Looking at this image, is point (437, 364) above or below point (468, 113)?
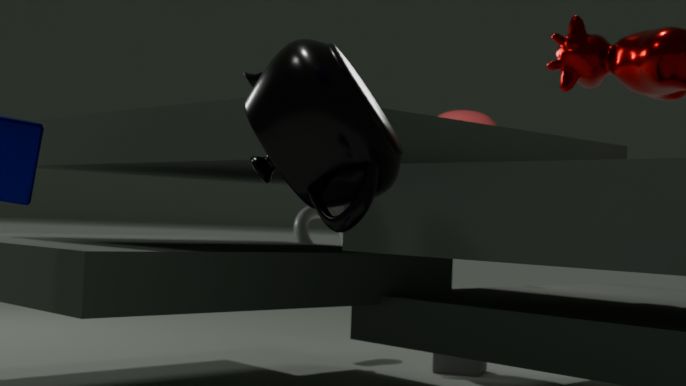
below
